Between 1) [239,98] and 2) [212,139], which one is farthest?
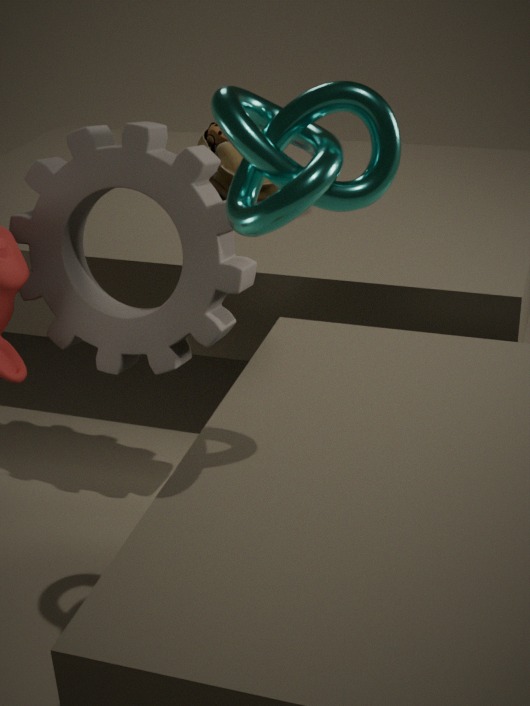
2. [212,139]
